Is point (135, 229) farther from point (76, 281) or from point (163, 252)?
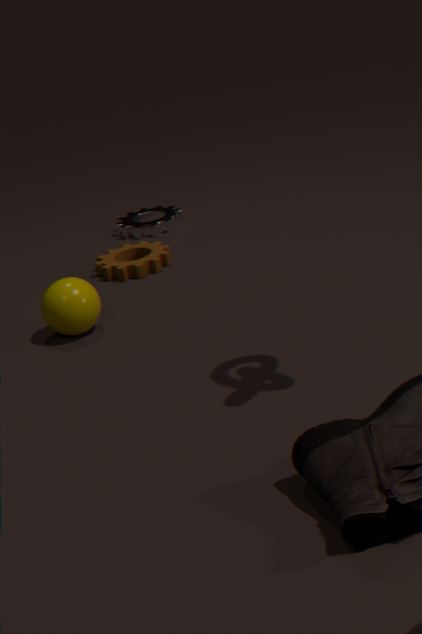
point (76, 281)
